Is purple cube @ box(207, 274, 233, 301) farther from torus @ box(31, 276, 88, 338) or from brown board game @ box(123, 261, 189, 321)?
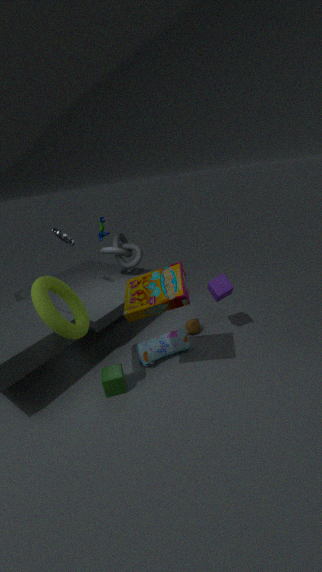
torus @ box(31, 276, 88, 338)
